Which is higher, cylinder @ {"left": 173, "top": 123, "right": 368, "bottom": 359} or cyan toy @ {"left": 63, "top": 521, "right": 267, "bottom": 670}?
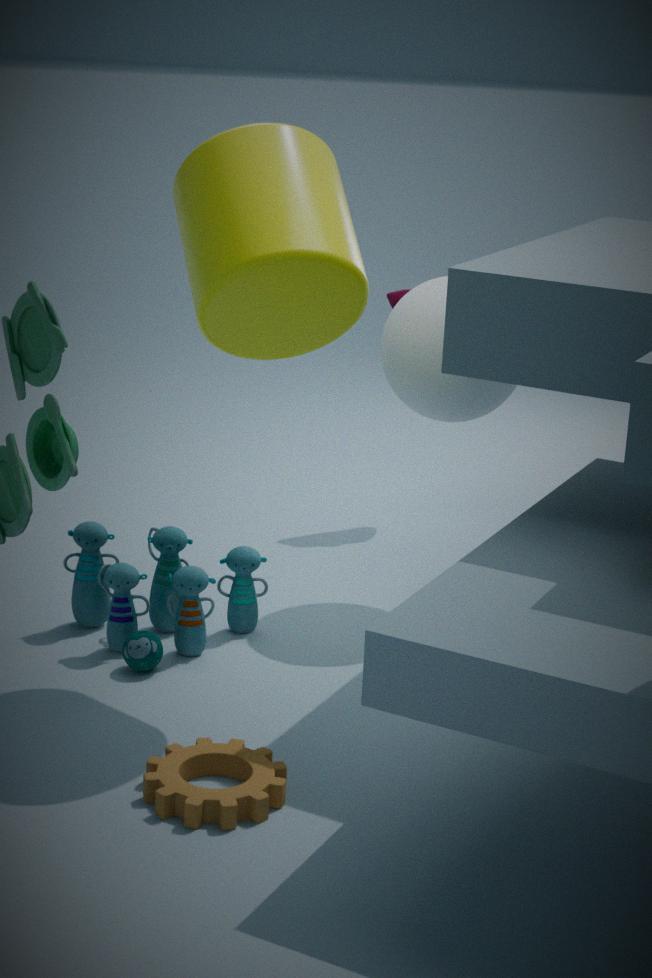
cylinder @ {"left": 173, "top": 123, "right": 368, "bottom": 359}
